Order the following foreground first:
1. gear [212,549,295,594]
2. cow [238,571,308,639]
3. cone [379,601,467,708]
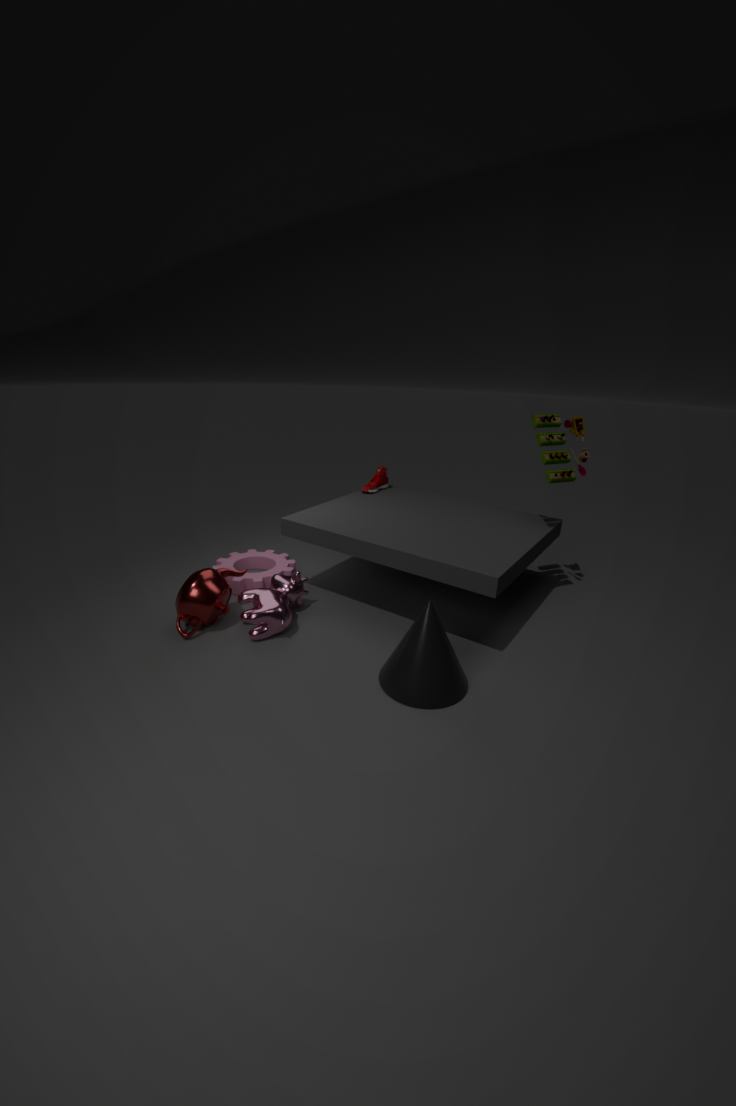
cone [379,601,467,708] → cow [238,571,308,639] → gear [212,549,295,594]
